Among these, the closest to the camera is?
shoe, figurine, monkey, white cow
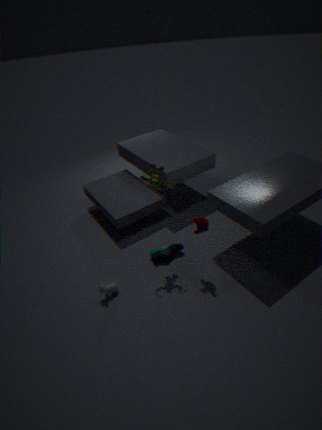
figurine
